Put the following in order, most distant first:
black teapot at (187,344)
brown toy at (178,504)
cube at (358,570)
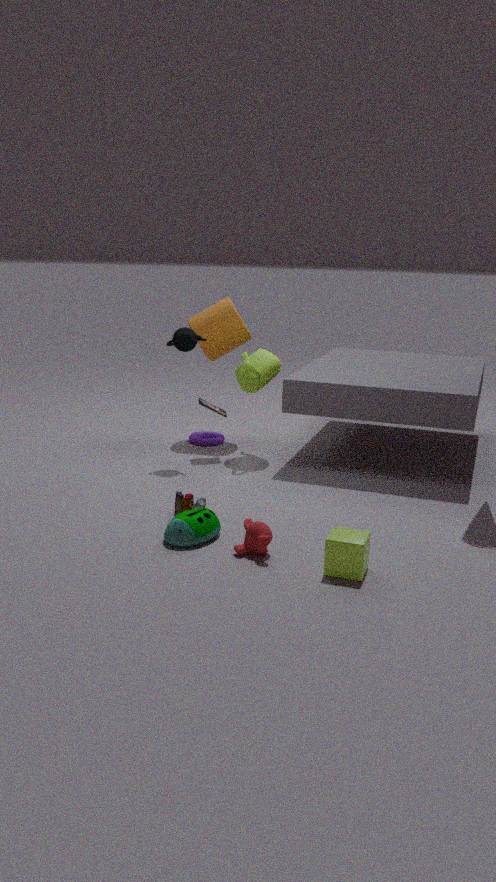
black teapot at (187,344)
brown toy at (178,504)
cube at (358,570)
